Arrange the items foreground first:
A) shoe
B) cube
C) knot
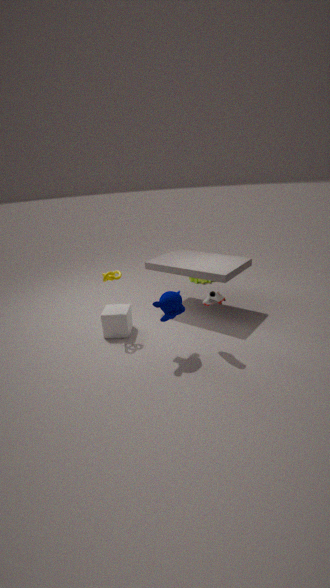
shoe → knot → cube
